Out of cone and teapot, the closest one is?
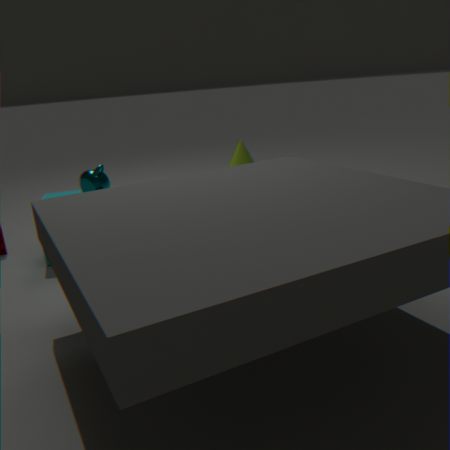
teapot
